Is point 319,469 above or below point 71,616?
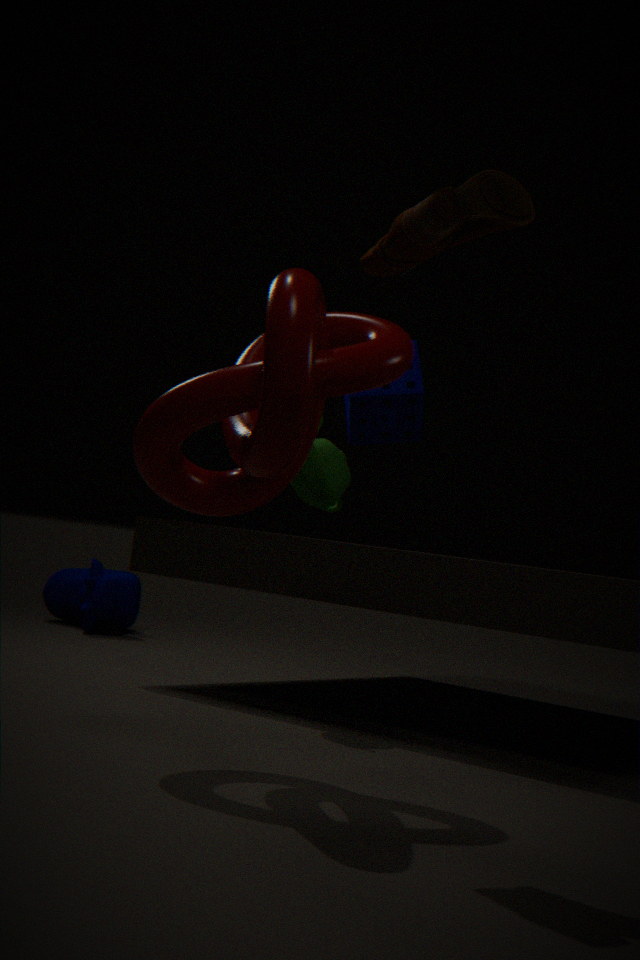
above
